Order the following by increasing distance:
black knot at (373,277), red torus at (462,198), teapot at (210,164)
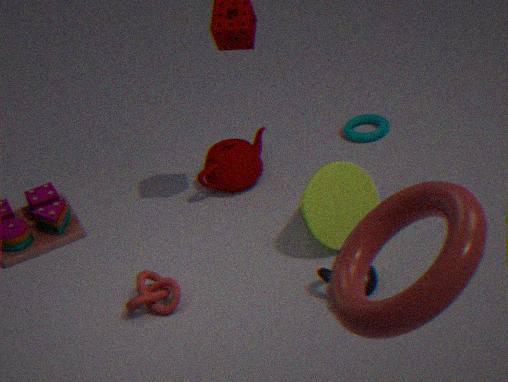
red torus at (462,198) → black knot at (373,277) → teapot at (210,164)
